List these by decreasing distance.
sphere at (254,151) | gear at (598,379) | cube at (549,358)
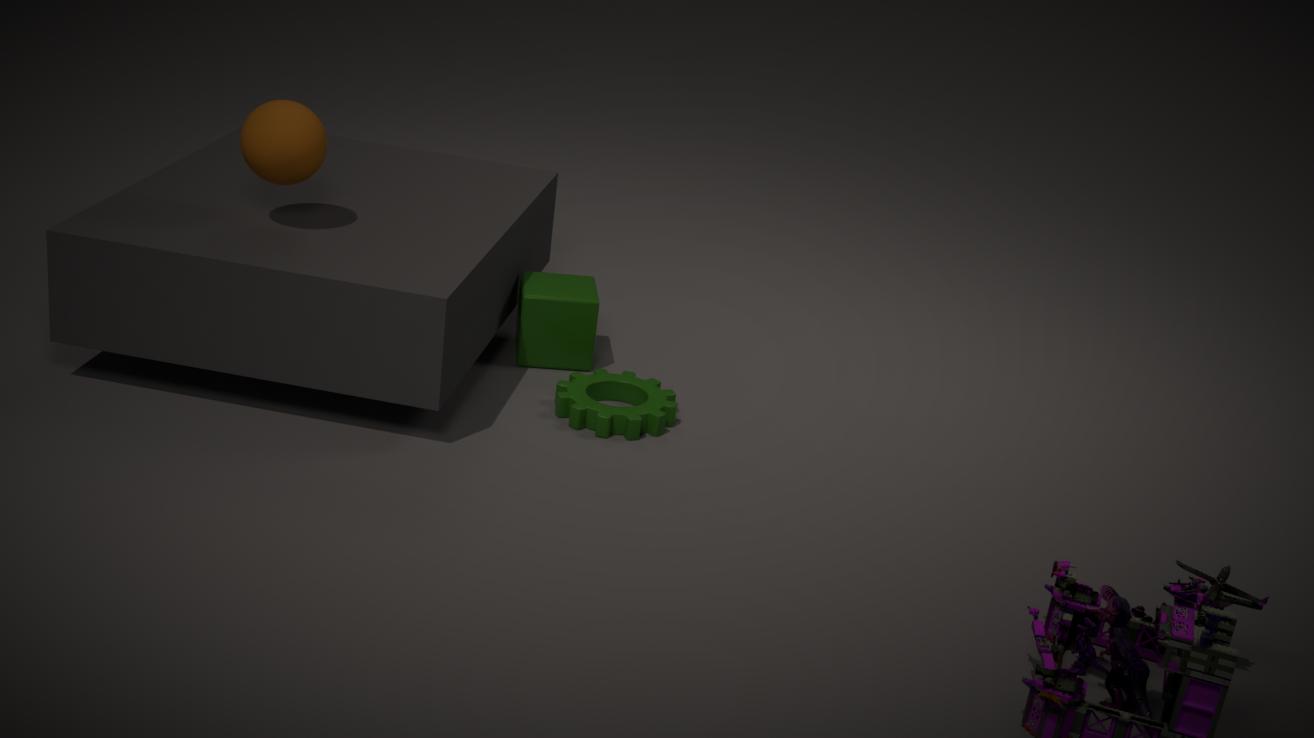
cube at (549,358), gear at (598,379), sphere at (254,151)
